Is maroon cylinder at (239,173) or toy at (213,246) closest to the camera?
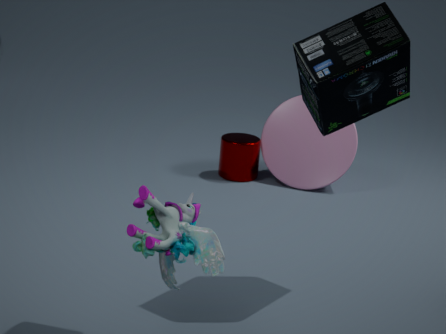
toy at (213,246)
